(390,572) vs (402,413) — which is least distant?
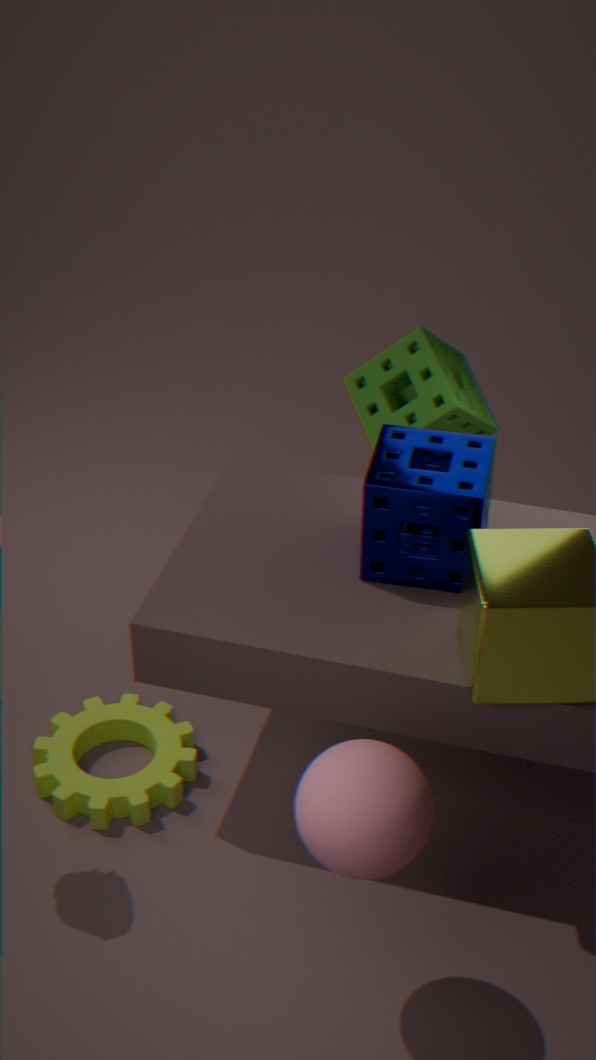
(390,572)
